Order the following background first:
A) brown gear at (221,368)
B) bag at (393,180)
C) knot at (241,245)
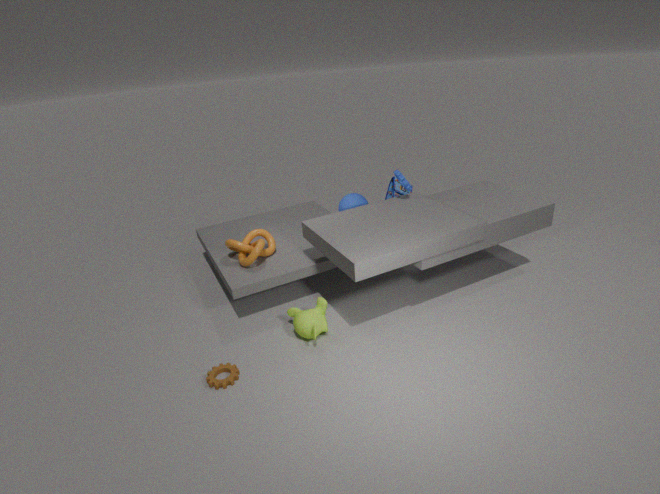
bag at (393,180) → knot at (241,245) → brown gear at (221,368)
